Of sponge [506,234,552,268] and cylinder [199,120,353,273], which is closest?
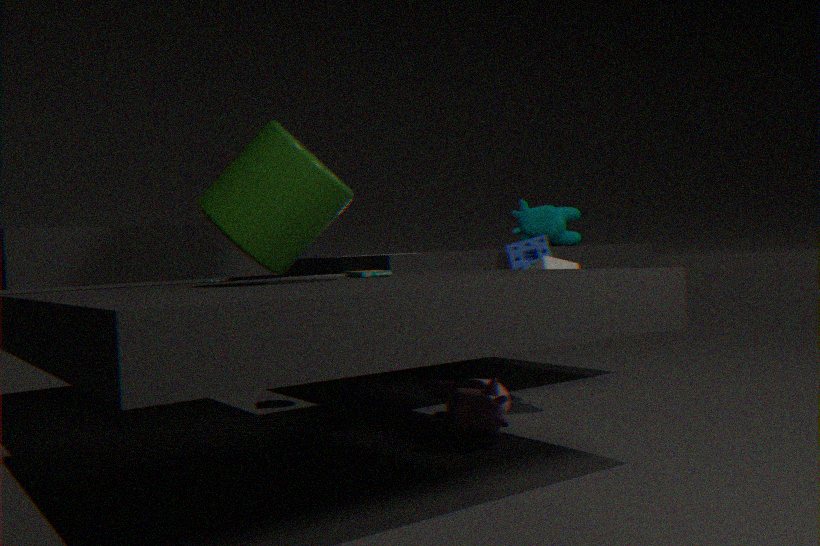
cylinder [199,120,353,273]
